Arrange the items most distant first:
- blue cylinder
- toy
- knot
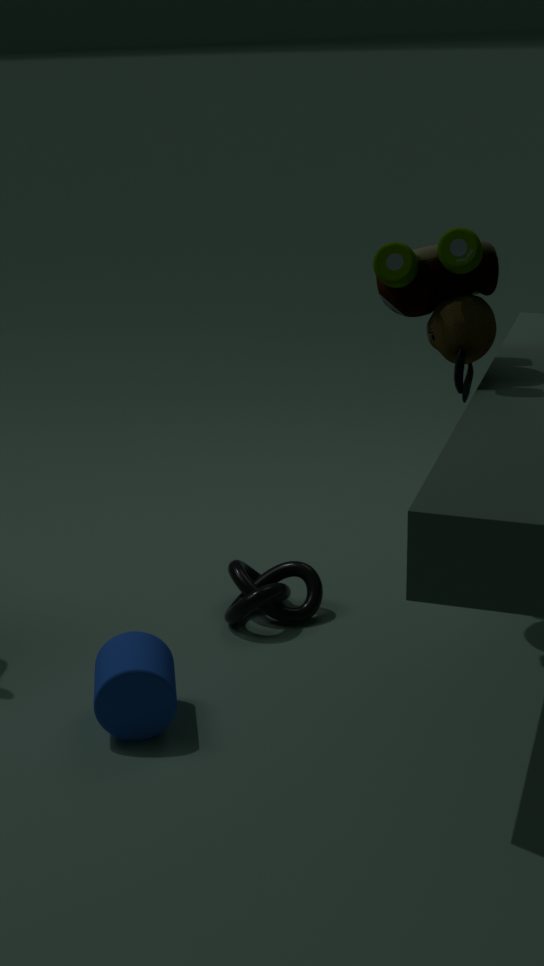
knot < toy < blue cylinder
